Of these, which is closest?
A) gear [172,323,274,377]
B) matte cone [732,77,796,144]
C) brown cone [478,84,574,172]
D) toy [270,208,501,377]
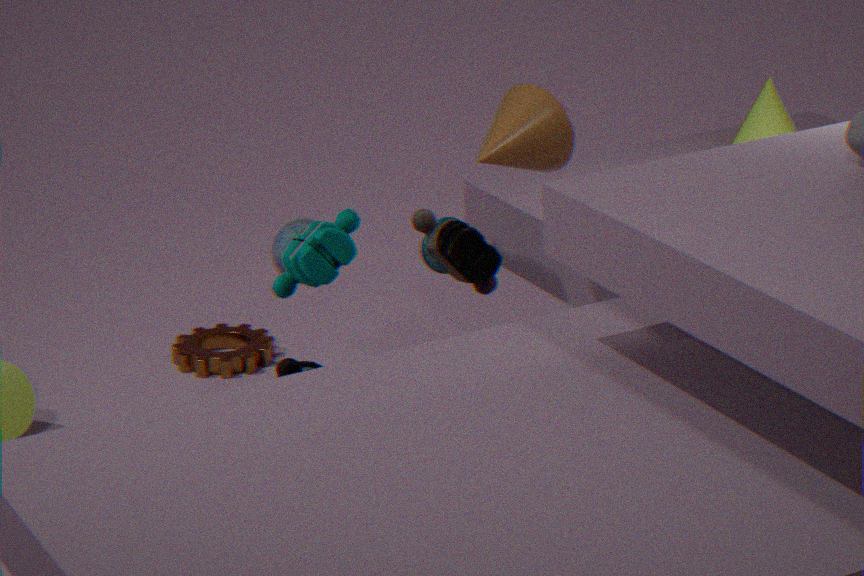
brown cone [478,84,574,172]
